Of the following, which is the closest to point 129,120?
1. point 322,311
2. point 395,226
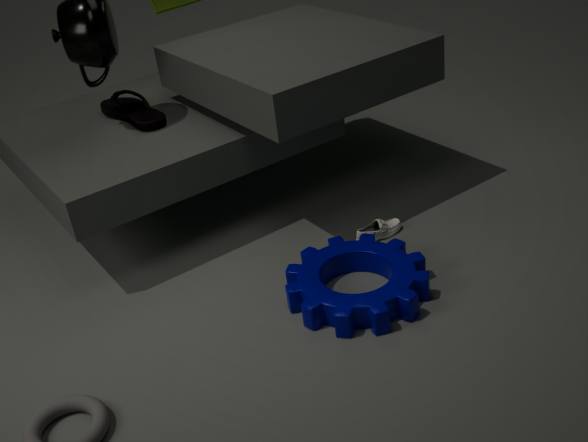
point 395,226
